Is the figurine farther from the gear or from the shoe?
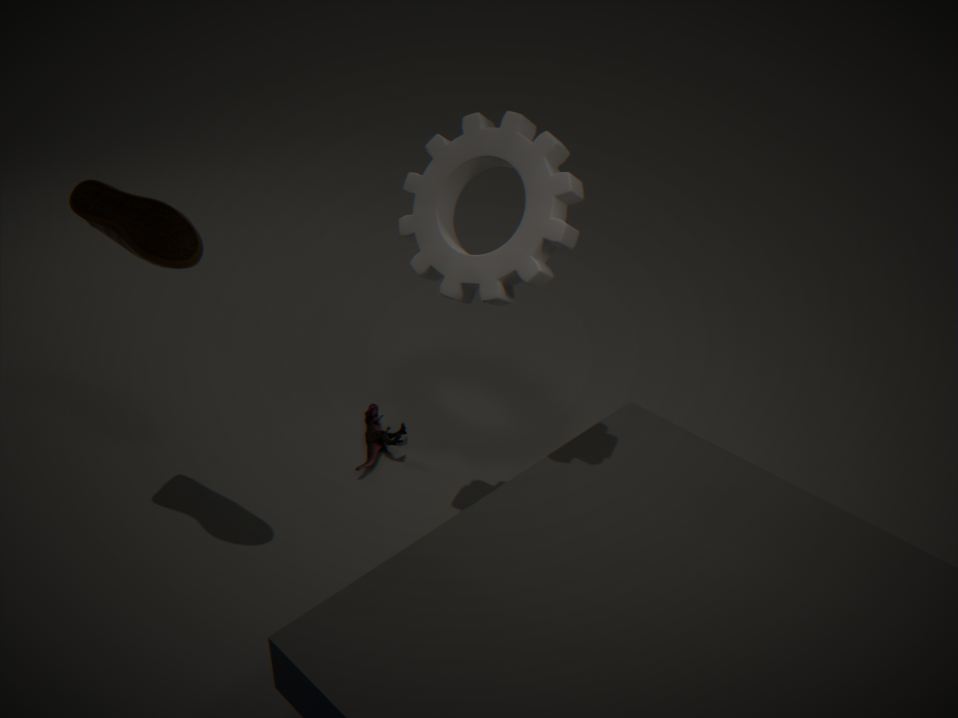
the shoe
